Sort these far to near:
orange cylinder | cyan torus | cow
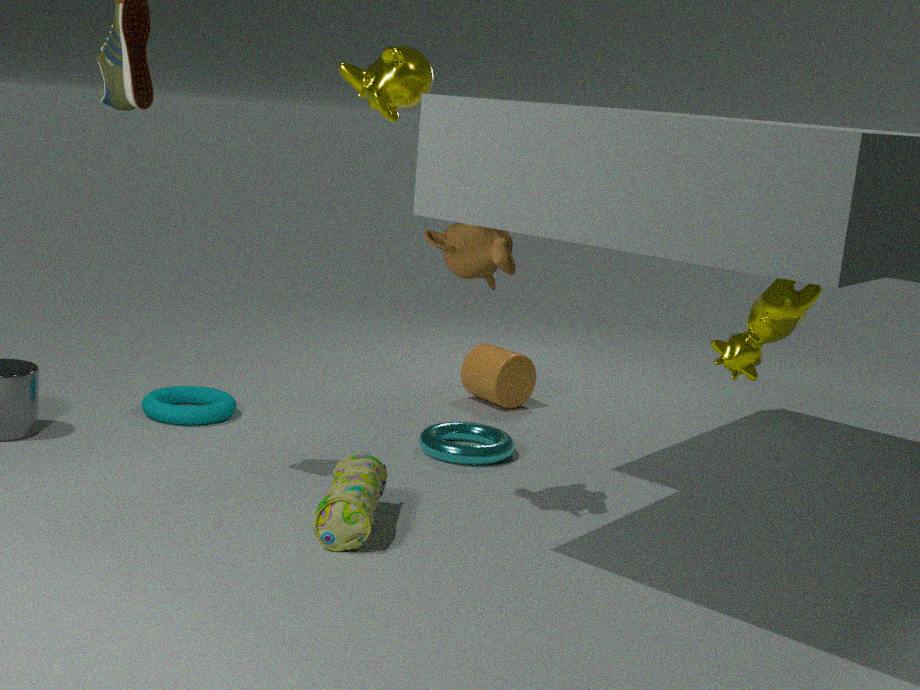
orange cylinder < cyan torus < cow
